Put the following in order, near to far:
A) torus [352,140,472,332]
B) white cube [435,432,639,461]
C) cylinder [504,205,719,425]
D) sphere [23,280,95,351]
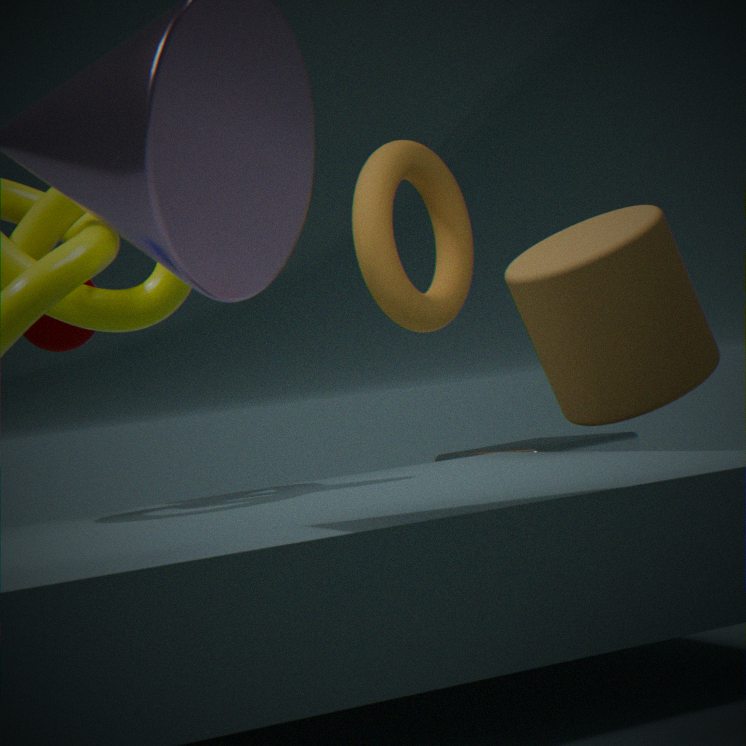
cylinder [504,205,719,425], sphere [23,280,95,351], white cube [435,432,639,461], torus [352,140,472,332]
